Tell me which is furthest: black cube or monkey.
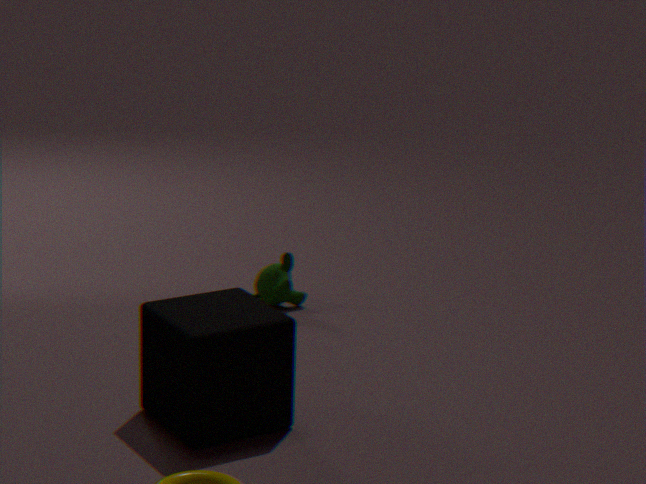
monkey
